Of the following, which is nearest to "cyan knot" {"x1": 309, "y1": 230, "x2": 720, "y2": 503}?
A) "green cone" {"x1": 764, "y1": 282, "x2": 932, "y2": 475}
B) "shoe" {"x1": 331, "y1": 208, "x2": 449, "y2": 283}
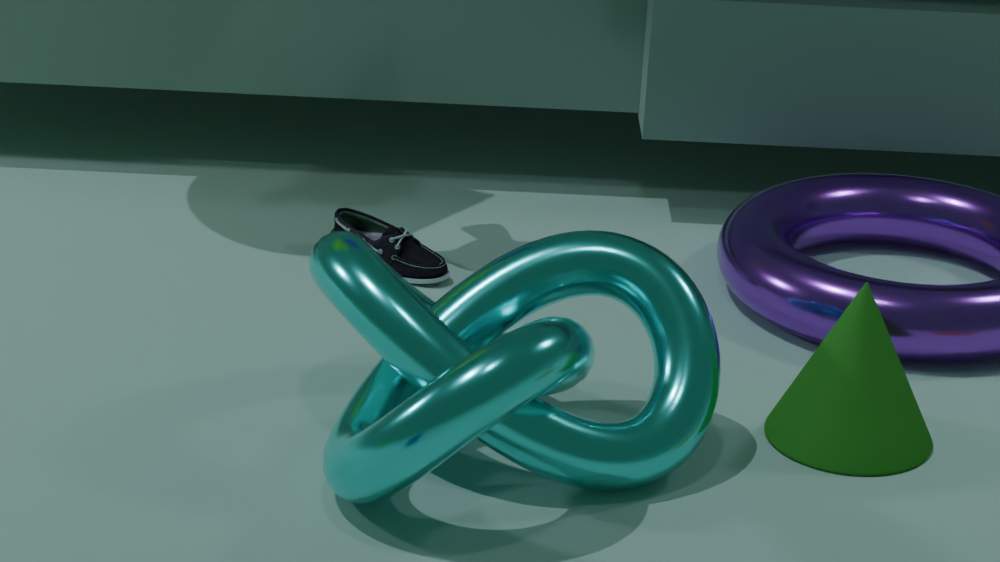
"green cone" {"x1": 764, "y1": 282, "x2": 932, "y2": 475}
